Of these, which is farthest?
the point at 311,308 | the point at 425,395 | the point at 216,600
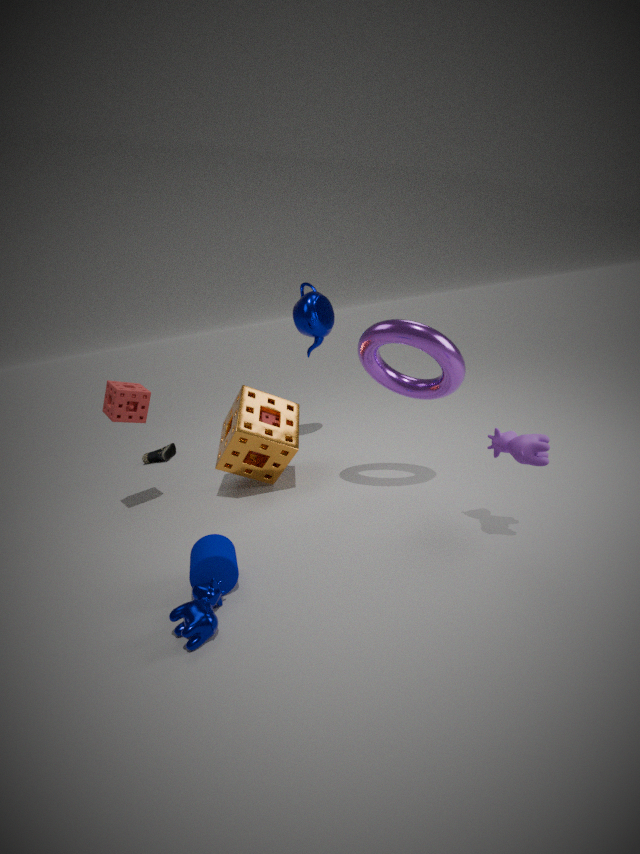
the point at 311,308
